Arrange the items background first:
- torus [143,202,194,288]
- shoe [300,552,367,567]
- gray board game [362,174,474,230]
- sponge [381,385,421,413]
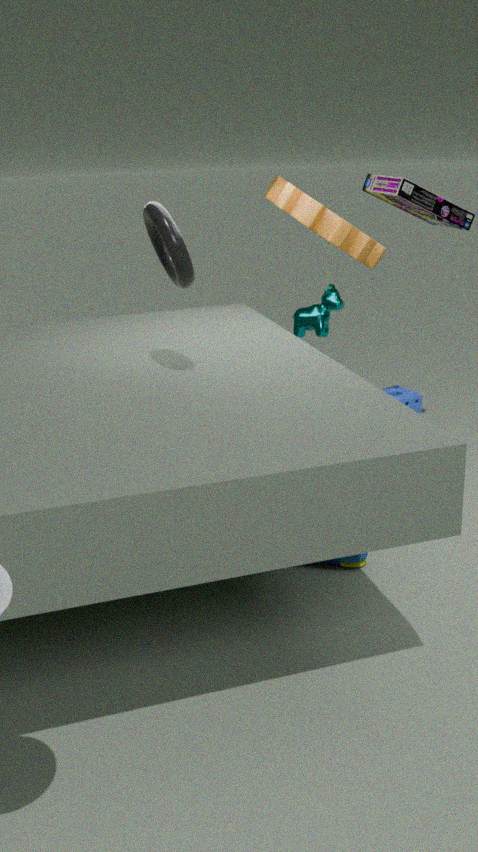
sponge [381,385,421,413] < gray board game [362,174,474,230] < shoe [300,552,367,567] < torus [143,202,194,288]
